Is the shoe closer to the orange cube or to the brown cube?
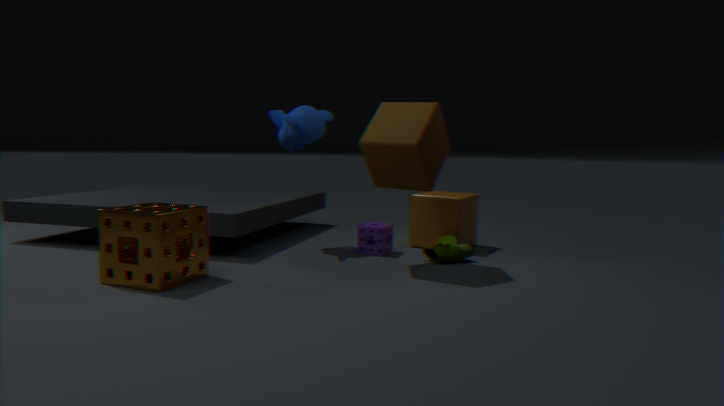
the orange cube
